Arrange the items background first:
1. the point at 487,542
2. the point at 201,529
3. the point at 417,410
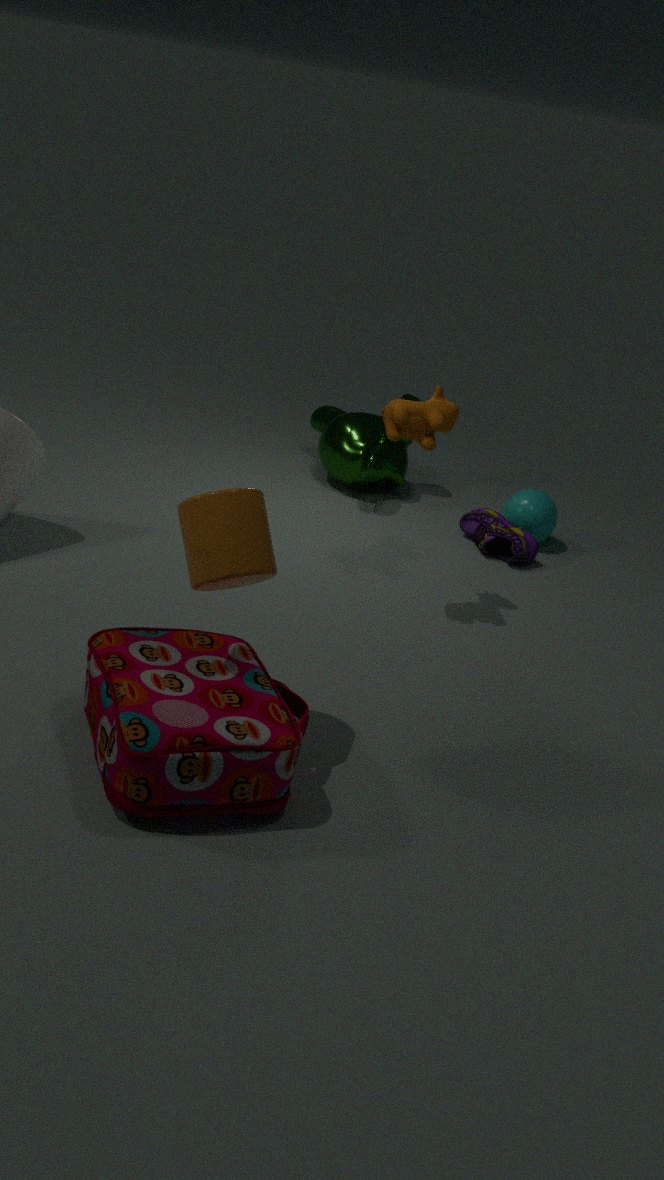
the point at 487,542, the point at 417,410, the point at 201,529
